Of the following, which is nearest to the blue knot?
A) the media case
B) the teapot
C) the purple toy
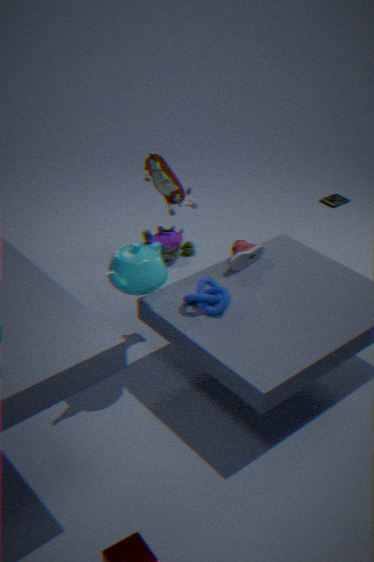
the teapot
